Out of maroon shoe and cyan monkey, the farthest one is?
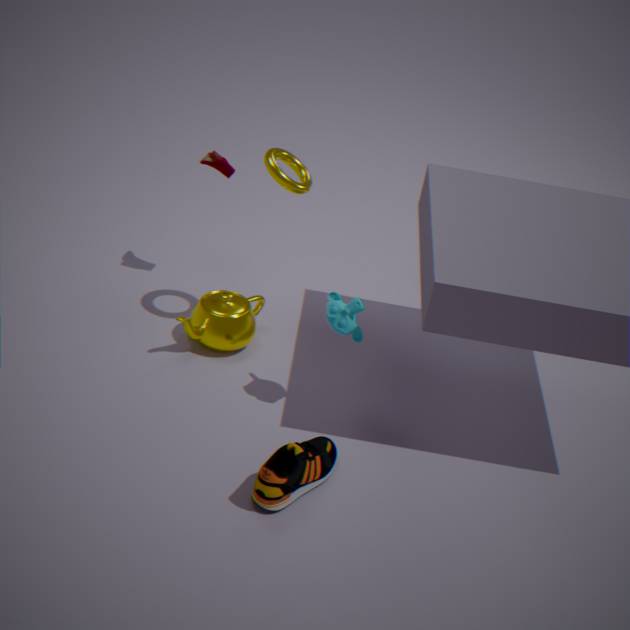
maroon shoe
